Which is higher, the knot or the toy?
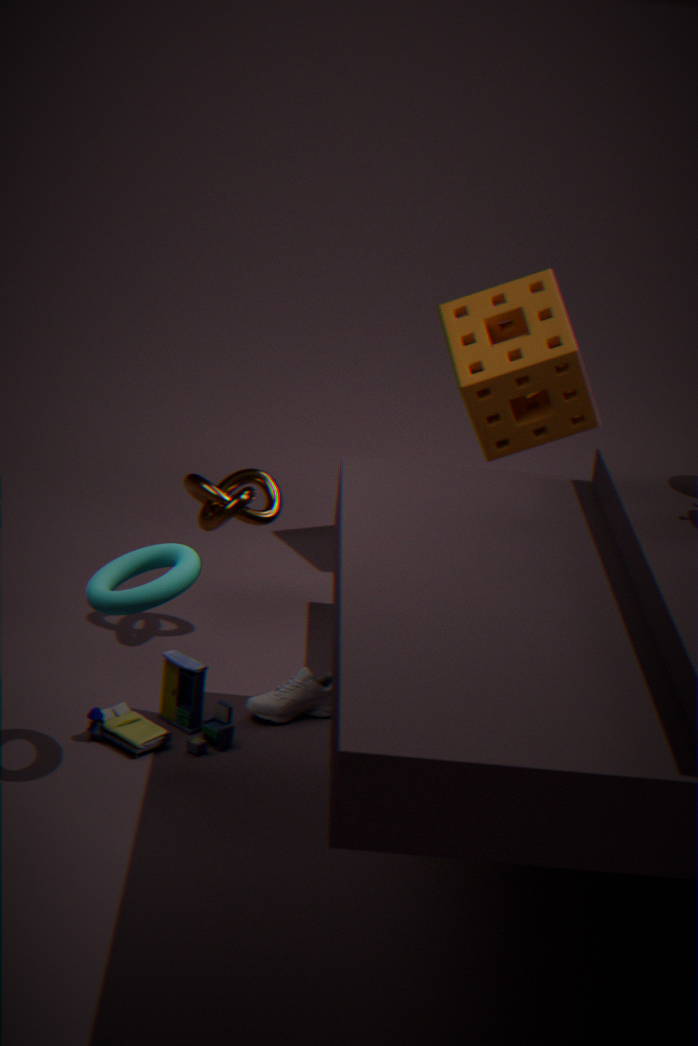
the knot
